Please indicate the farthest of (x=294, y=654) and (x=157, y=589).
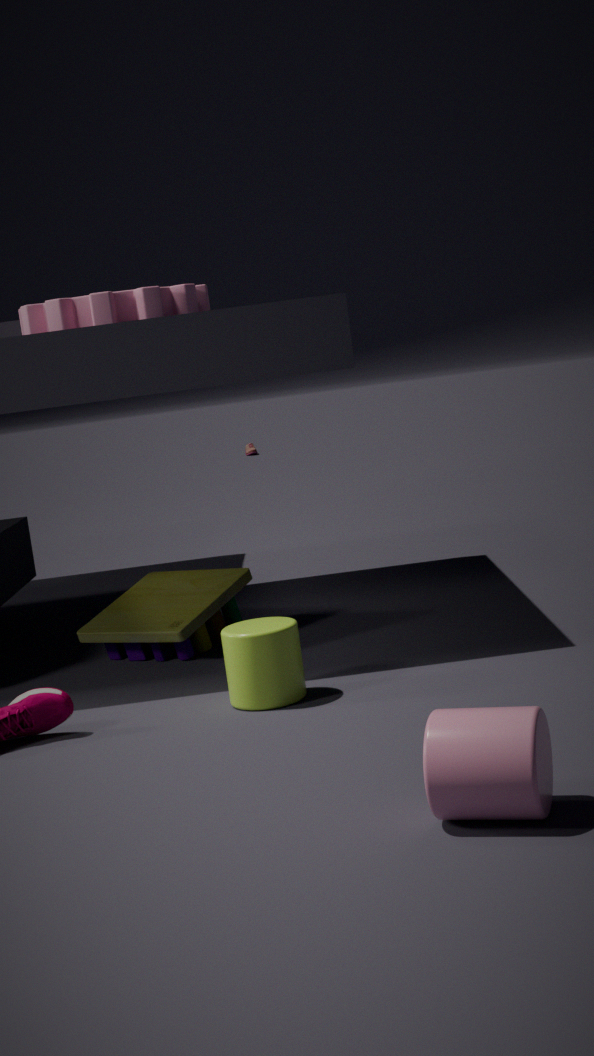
(x=157, y=589)
